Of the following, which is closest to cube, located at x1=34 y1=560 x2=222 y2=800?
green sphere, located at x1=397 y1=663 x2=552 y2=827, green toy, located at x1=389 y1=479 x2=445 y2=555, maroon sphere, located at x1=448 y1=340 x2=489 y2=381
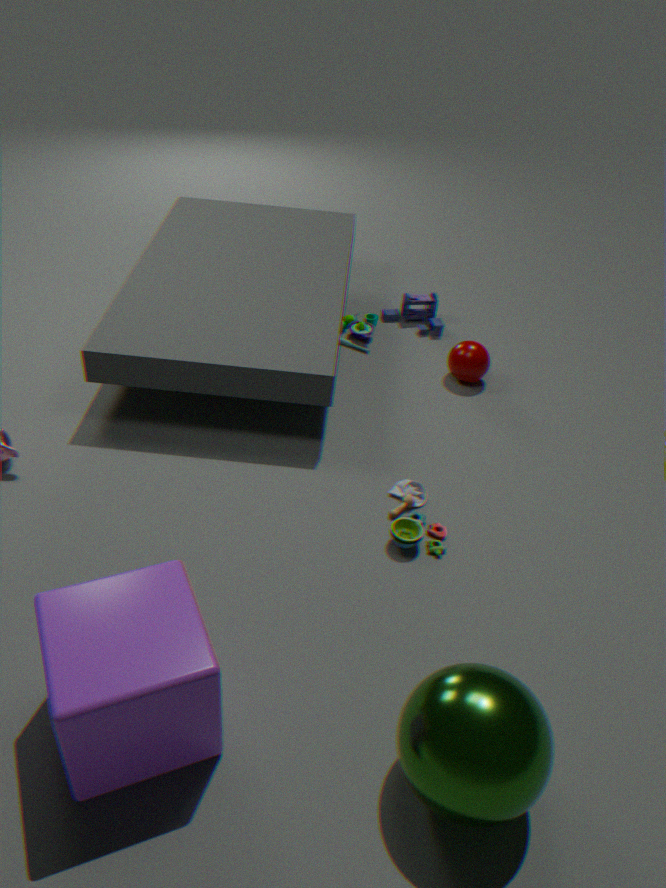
green sphere, located at x1=397 y1=663 x2=552 y2=827
